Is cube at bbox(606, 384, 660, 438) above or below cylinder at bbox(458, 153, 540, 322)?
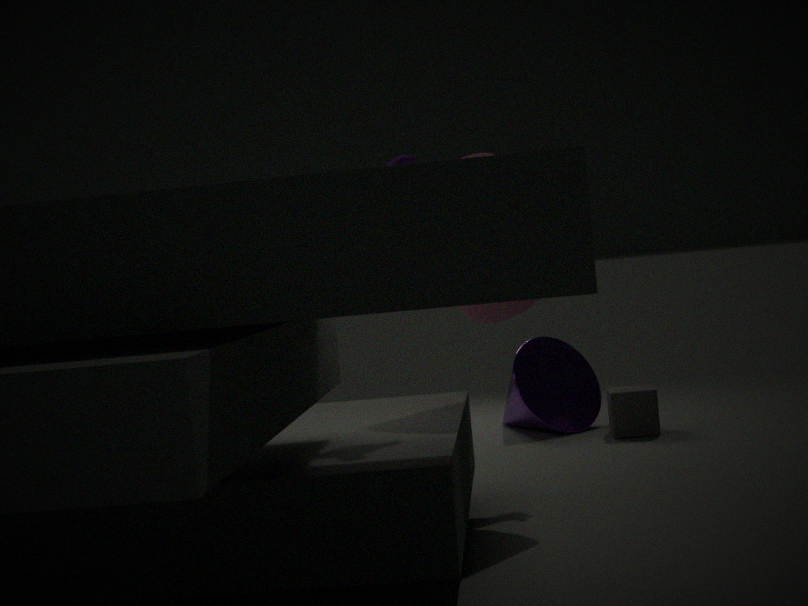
below
